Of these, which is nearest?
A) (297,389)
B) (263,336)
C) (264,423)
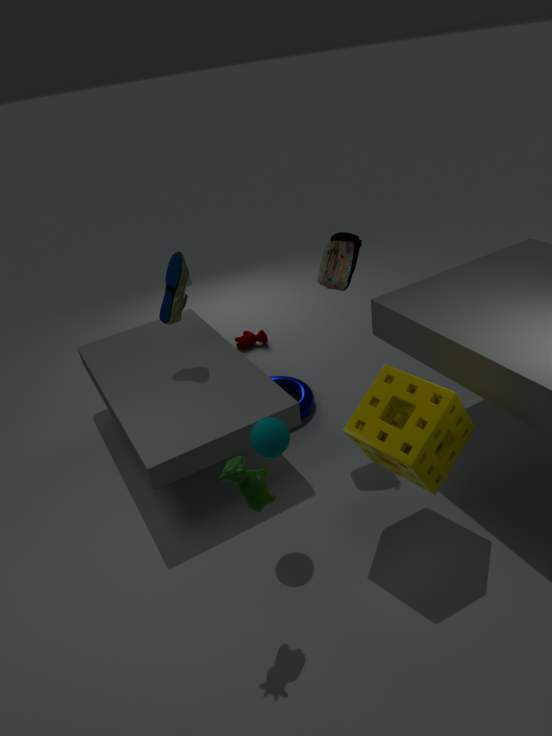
(264,423)
